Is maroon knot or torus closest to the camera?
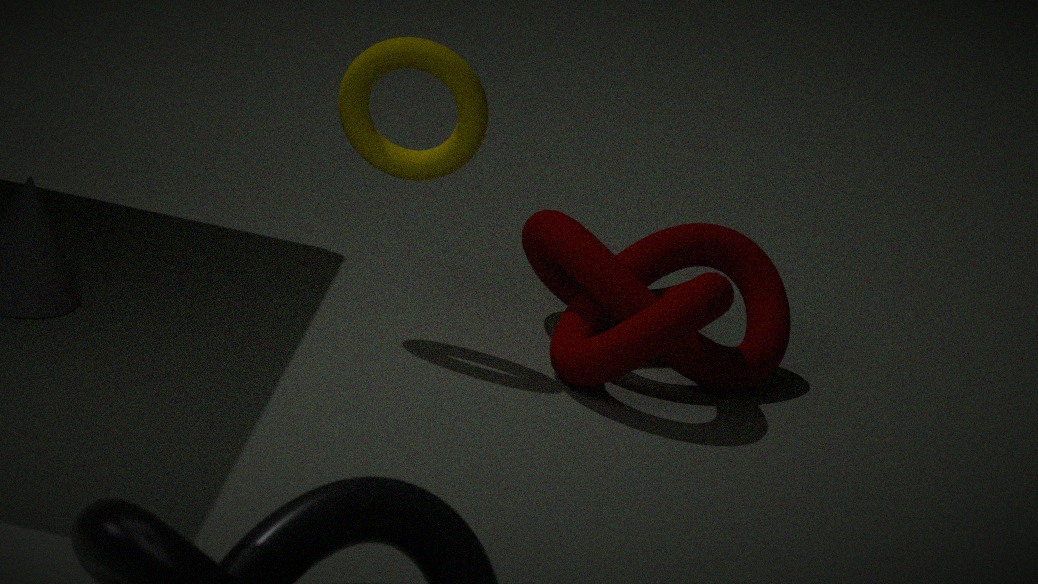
maroon knot
